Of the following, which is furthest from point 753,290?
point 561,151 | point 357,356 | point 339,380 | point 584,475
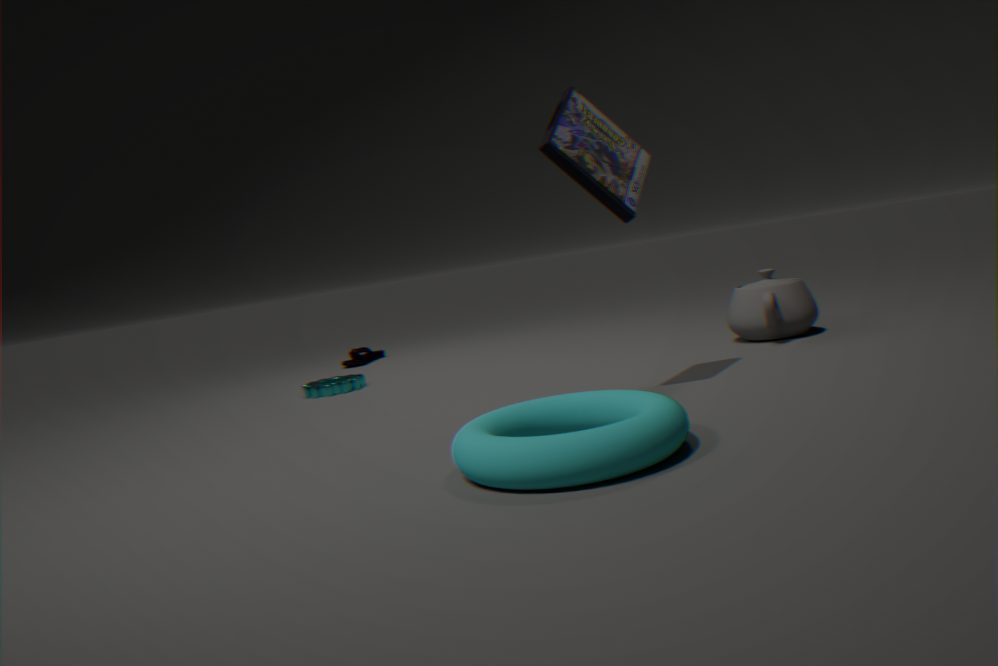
point 357,356
